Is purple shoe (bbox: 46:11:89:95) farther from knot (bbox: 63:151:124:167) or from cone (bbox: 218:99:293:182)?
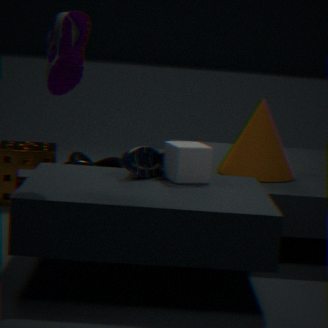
knot (bbox: 63:151:124:167)
